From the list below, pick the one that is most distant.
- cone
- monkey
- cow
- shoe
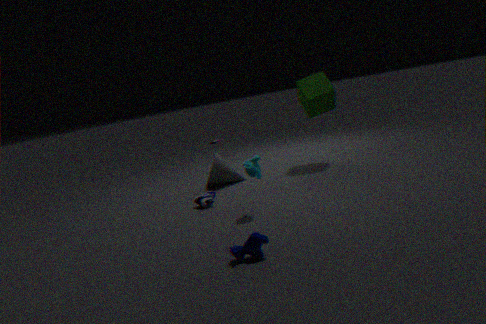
cone
